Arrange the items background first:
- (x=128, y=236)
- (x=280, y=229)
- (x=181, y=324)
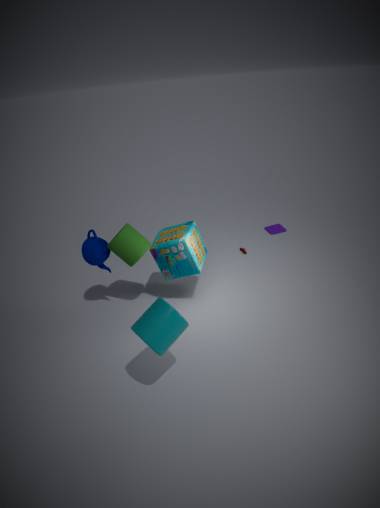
1. (x=280, y=229)
2. (x=128, y=236)
3. (x=181, y=324)
